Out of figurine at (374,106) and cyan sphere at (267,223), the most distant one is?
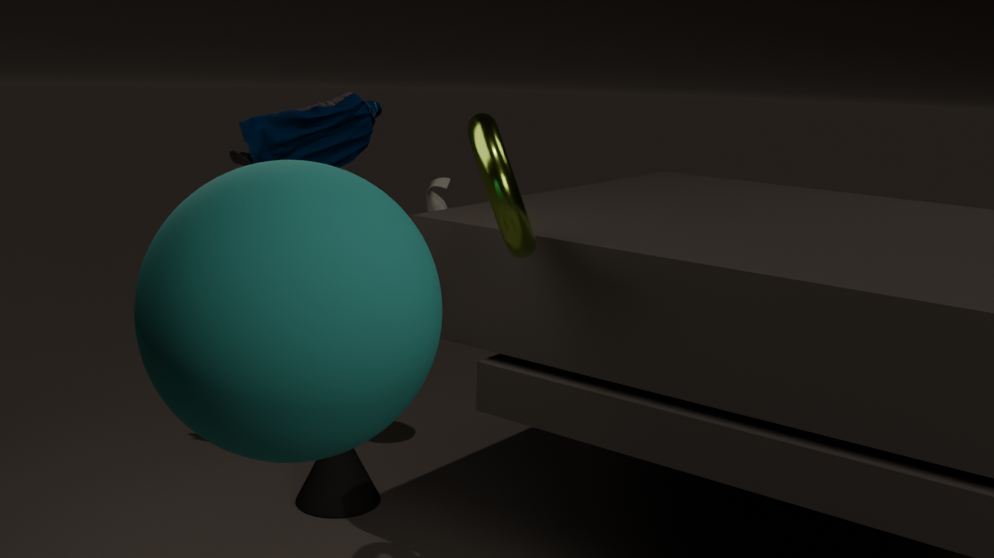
figurine at (374,106)
